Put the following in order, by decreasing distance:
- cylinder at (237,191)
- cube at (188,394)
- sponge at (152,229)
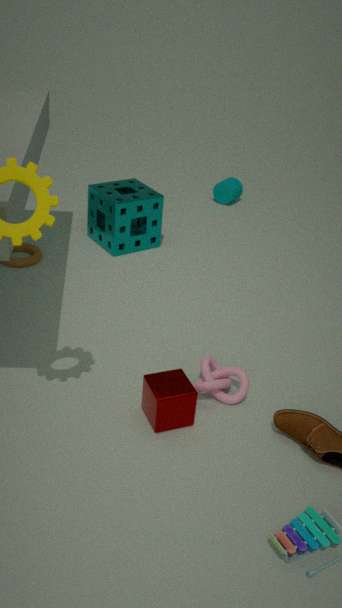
cylinder at (237,191), sponge at (152,229), cube at (188,394)
